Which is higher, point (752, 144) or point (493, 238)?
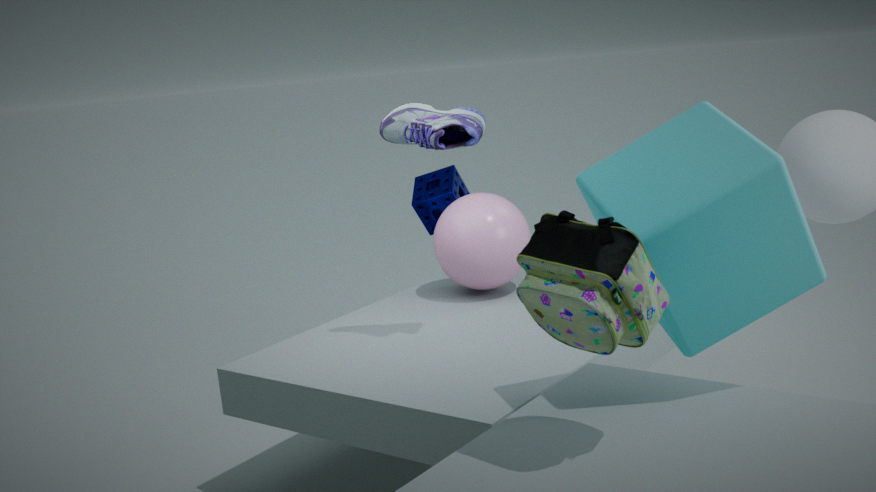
point (752, 144)
